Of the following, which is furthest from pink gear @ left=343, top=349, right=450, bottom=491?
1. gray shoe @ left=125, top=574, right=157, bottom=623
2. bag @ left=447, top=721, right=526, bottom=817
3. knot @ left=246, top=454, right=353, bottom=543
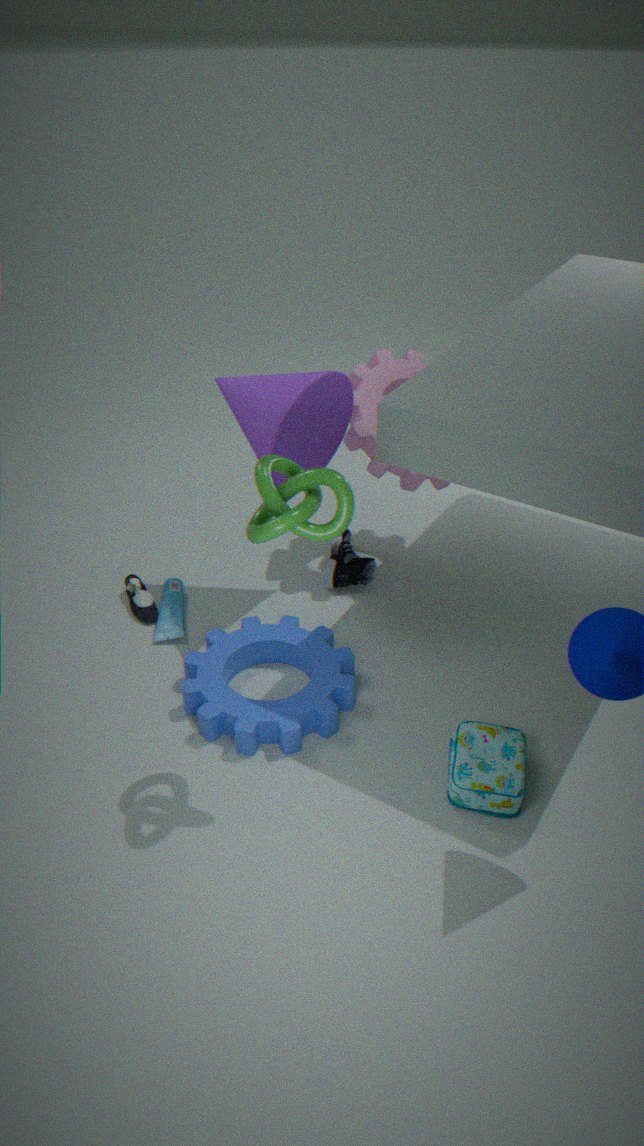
bag @ left=447, top=721, right=526, bottom=817
